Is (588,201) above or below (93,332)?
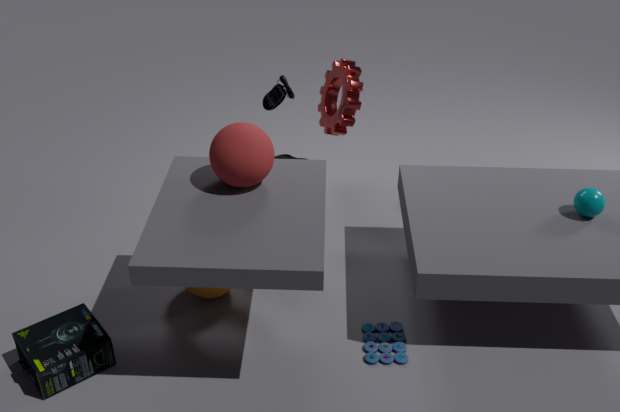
above
